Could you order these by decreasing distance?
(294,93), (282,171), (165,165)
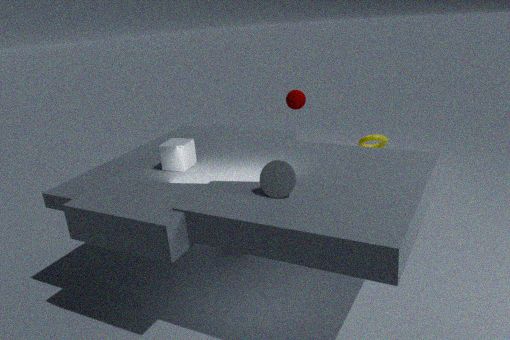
(294,93)
(165,165)
(282,171)
